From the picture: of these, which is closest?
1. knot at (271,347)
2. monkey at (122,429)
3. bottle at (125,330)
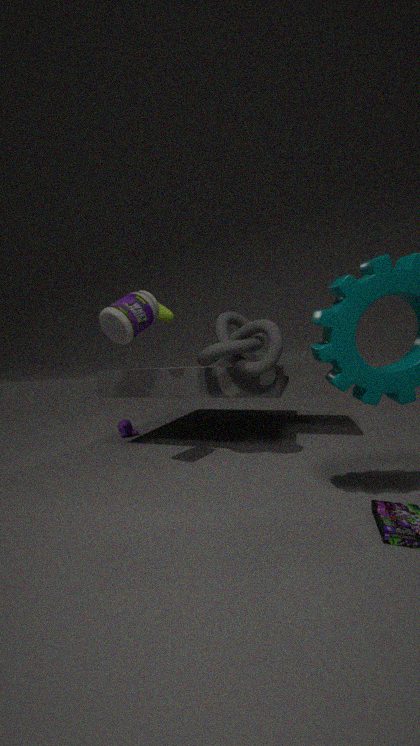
bottle at (125,330)
